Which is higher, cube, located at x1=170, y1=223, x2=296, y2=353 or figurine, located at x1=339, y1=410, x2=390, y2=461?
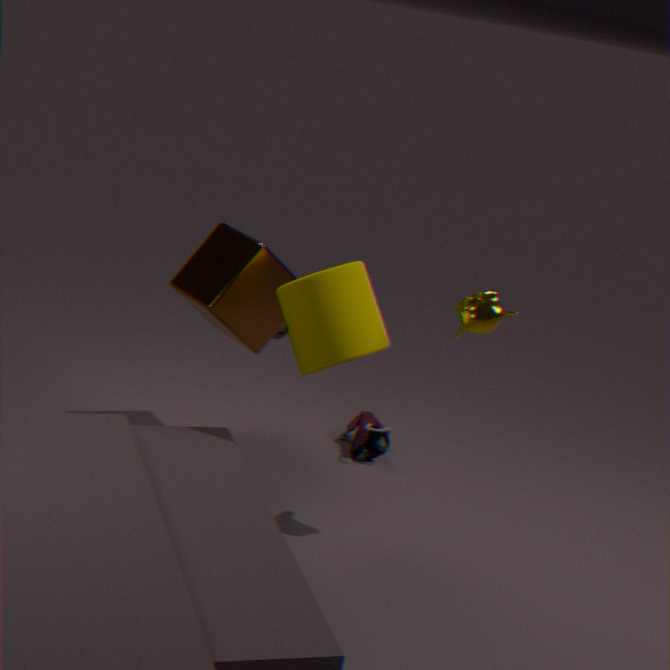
cube, located at x1=170, y1=223, x2=296, y2=353
